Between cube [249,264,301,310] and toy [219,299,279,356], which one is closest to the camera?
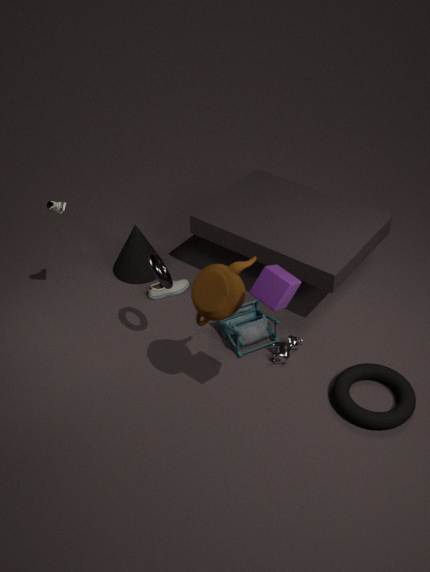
cube [249,264,301,310]
